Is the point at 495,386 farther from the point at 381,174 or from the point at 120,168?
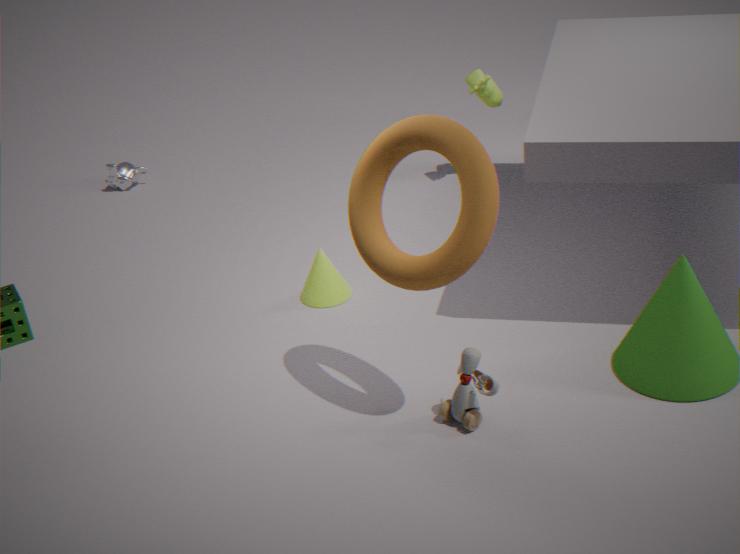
the point at 120,168
